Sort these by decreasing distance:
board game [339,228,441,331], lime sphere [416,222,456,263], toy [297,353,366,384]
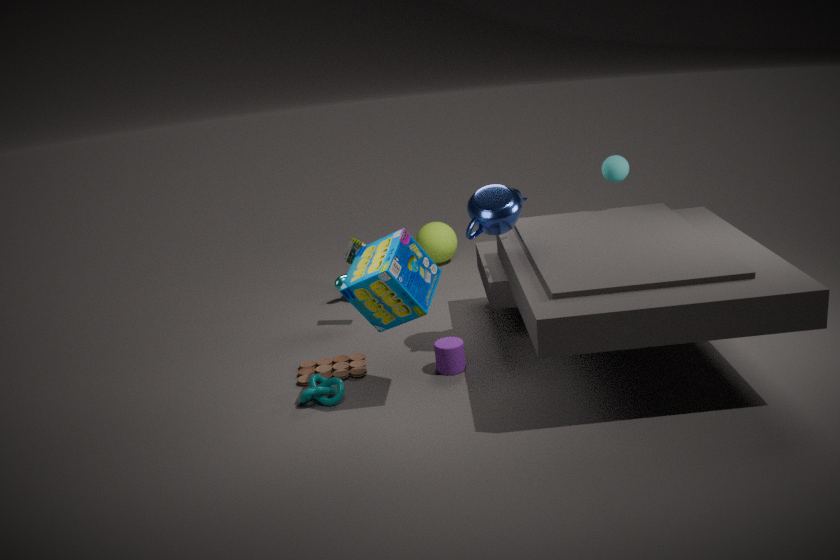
lime sphere [416,222,456,263] → toy [297,353,366,384] → board game [339,228,441,331]
